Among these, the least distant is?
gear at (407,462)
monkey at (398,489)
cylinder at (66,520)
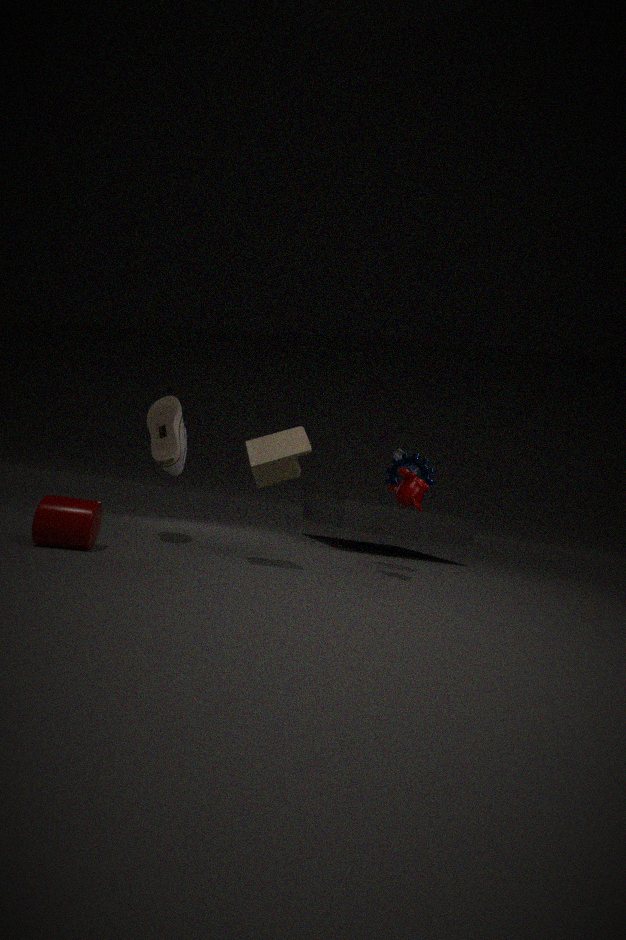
cylinder at (66,520)
